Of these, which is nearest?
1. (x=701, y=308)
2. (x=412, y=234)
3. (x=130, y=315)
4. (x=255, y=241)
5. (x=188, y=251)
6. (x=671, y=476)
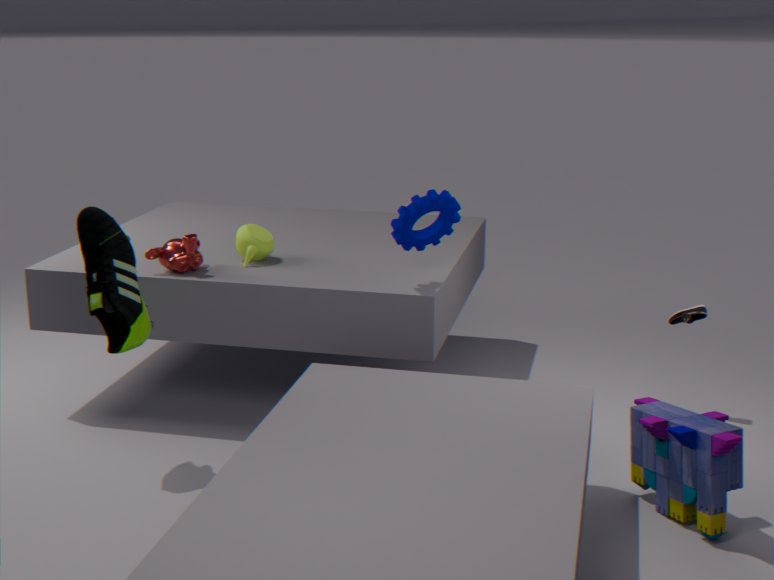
(x=671, y=476)
